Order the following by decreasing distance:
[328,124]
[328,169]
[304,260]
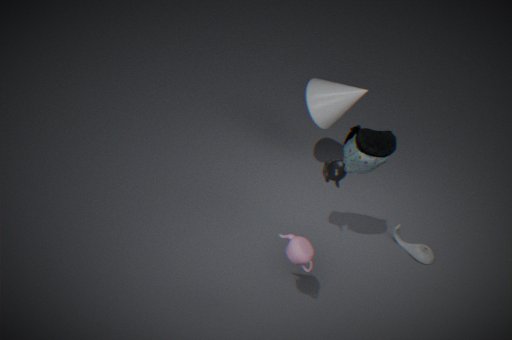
[328,124], [328,169], [304,260]
